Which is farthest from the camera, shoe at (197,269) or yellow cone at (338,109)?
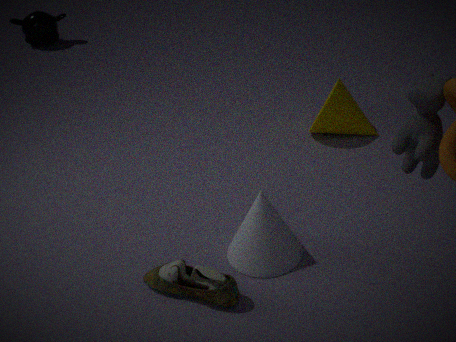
yellow cone at (338,109)
